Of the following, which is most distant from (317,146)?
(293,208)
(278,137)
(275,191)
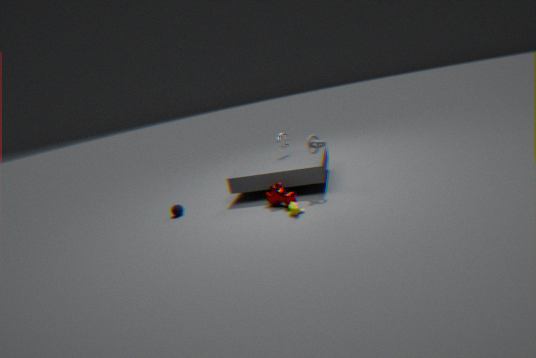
(278,137)
